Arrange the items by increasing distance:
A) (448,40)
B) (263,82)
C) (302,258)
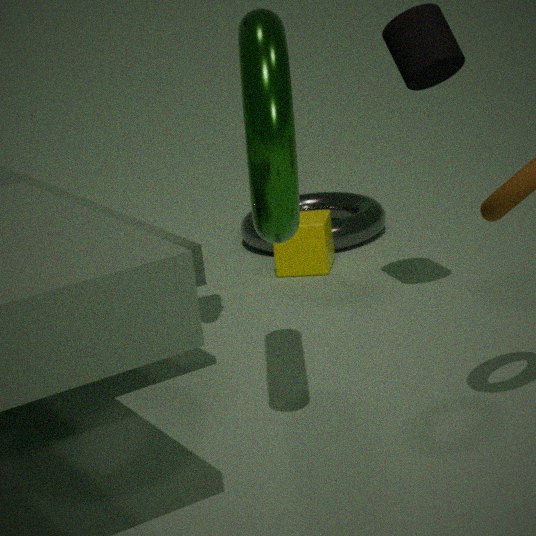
(263,82) → (448,40) → (302,258)
